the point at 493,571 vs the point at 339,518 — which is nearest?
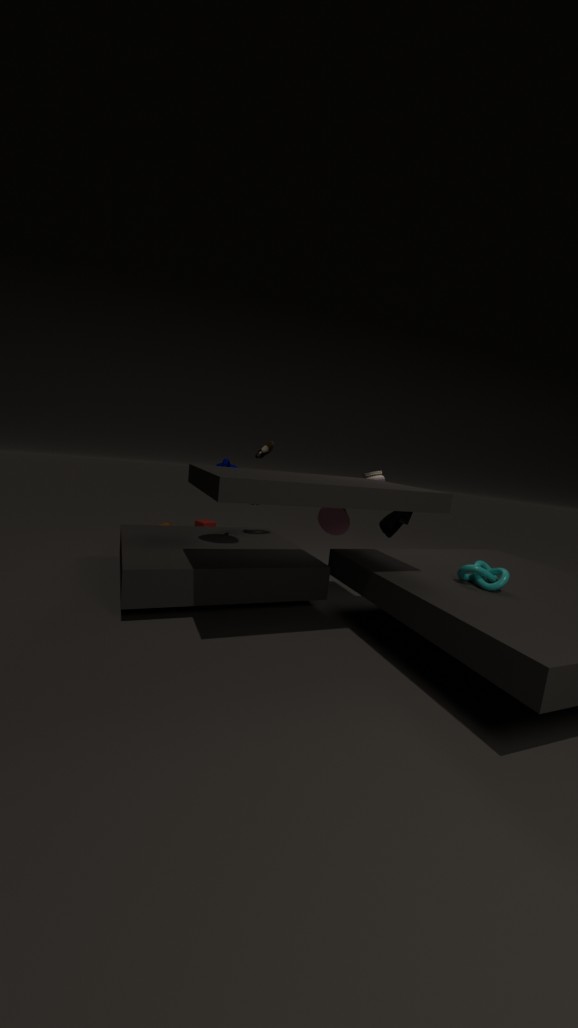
the point at 493,571
